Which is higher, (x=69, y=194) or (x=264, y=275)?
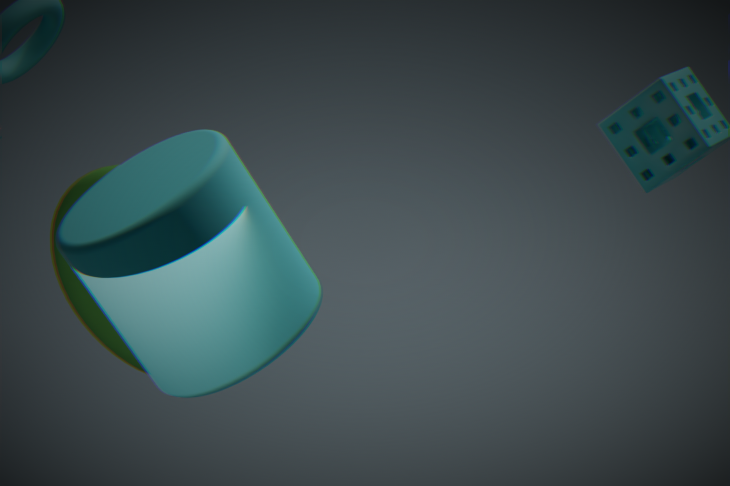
(x=264, y=275)
